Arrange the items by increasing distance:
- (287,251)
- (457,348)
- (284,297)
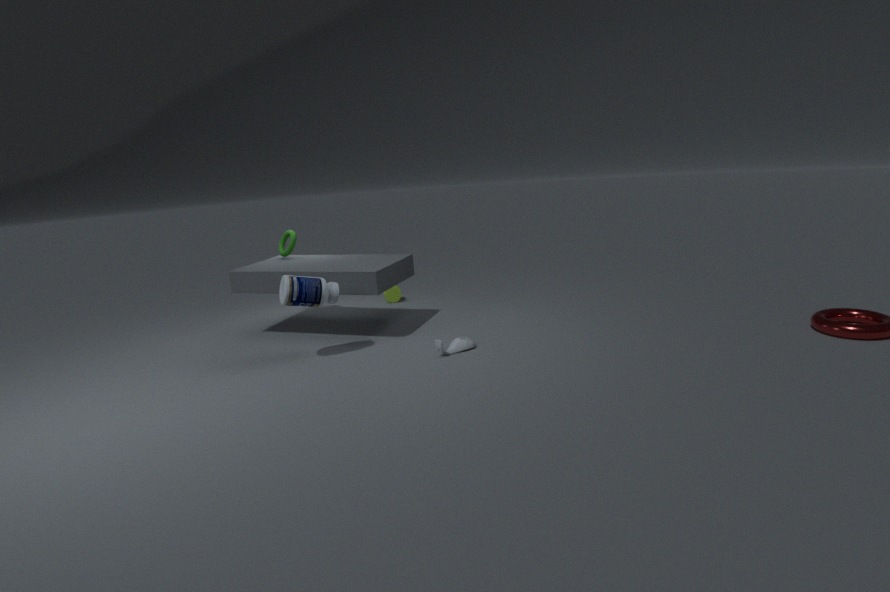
(284,297)
(457,348)
(287,251)
